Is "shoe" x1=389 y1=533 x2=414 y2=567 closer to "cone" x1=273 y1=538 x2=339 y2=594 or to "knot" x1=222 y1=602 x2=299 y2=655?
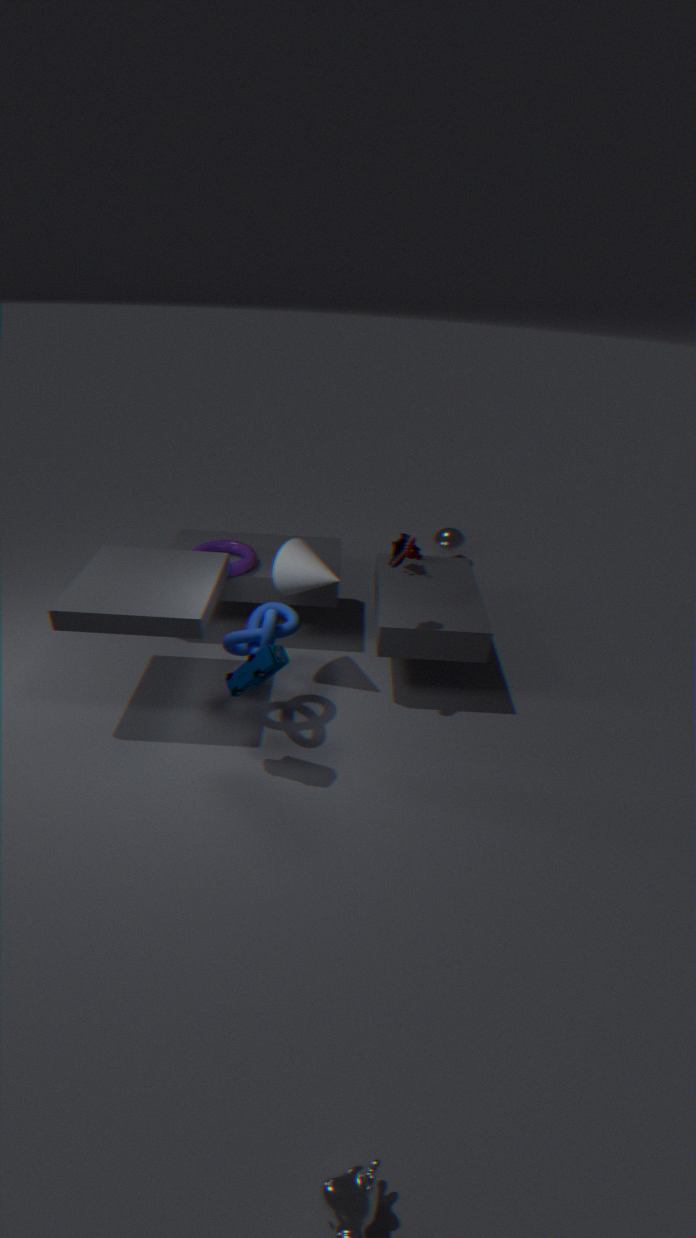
"cone" x1=273 y1=538 x2=339 y2=594
